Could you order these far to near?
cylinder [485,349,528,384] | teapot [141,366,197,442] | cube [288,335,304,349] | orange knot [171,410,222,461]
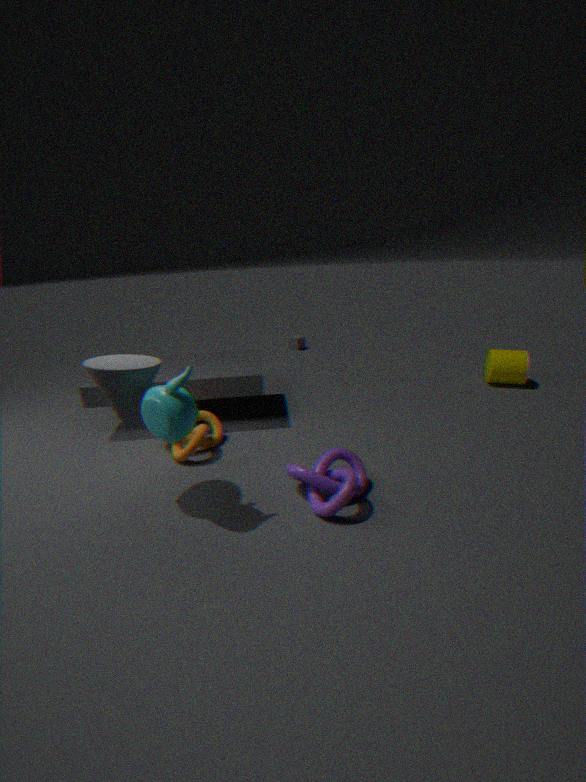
cube [288,335,304,349]
cylinder [485,349,528,384]
orange knot [171,410,222,461]
teapot [141,366,197,442]
